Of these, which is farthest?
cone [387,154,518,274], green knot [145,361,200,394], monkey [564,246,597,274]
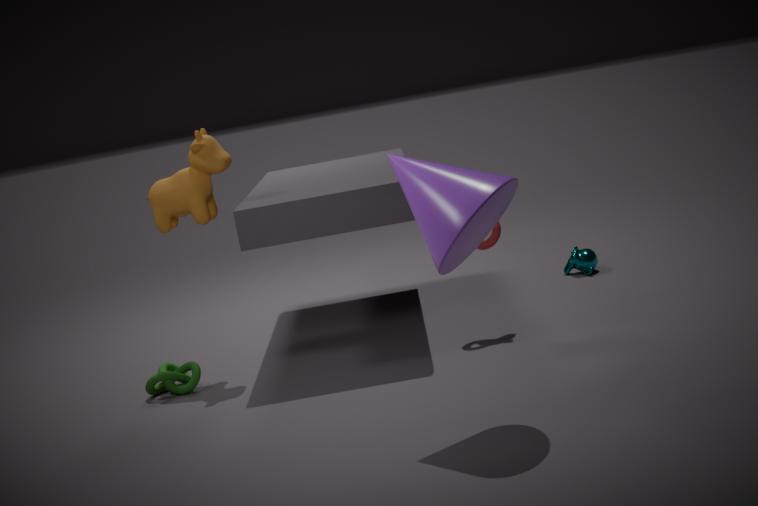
monkey [564,246,597,274]
